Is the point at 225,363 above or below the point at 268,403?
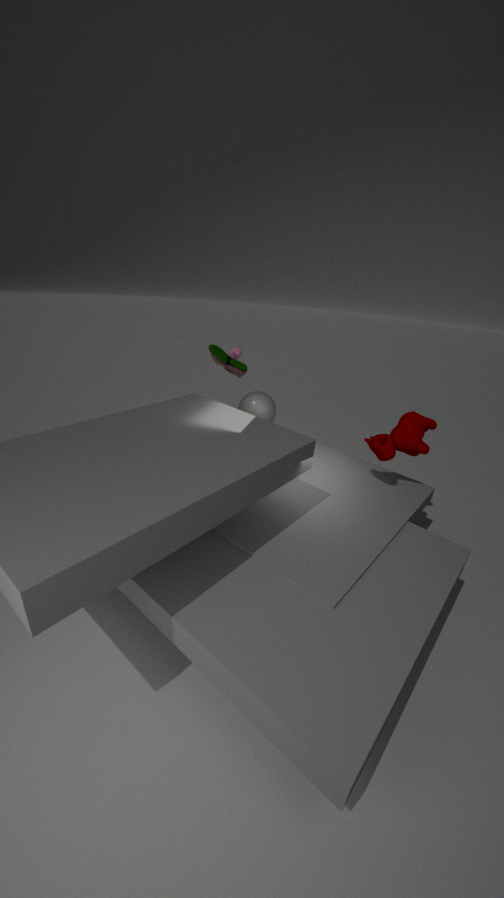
above
